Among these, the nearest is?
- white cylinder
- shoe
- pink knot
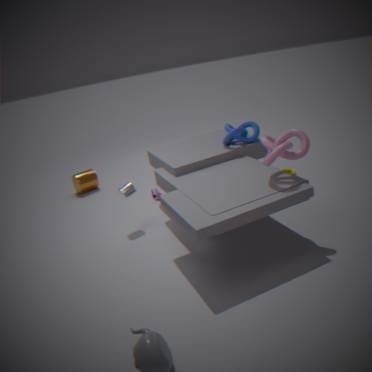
pink knot
